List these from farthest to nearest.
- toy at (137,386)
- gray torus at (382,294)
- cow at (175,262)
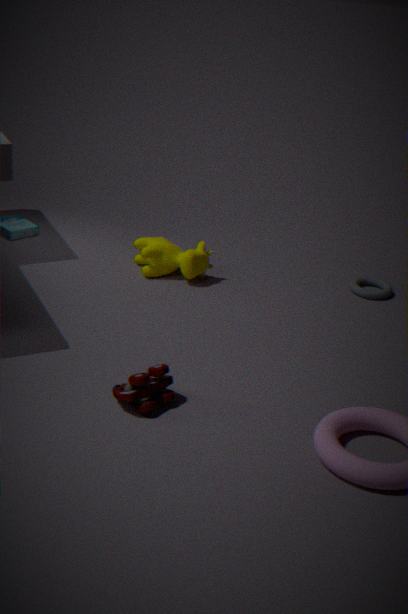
1. gray torus at (382,294)
2. cow at (175,262)
3. toy at (137,386)
